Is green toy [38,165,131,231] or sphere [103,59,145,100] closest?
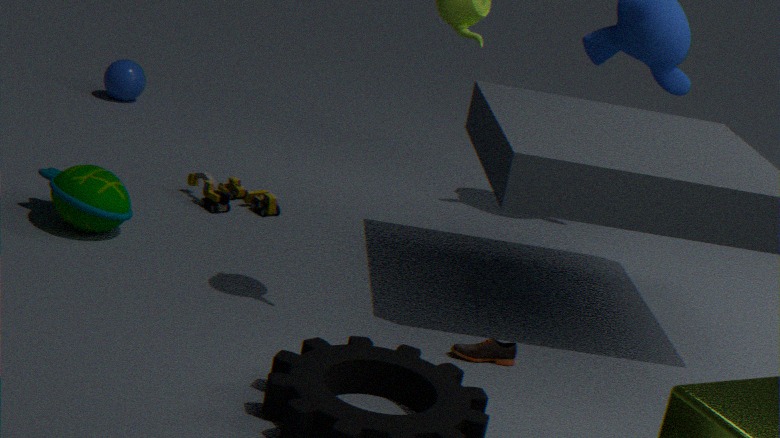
green toy [38,165,131,231]
